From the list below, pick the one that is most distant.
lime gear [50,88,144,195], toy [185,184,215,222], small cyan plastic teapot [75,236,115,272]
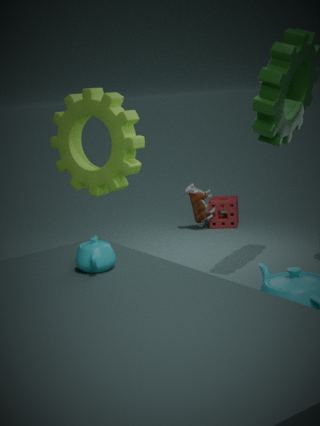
toy [185,184,215,222]
